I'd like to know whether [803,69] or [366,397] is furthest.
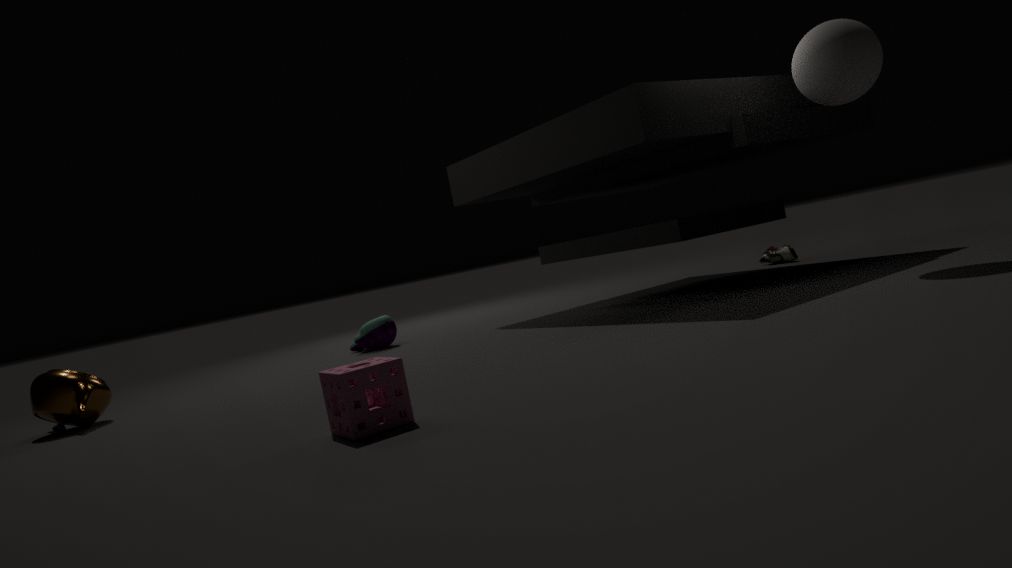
[803,69]
